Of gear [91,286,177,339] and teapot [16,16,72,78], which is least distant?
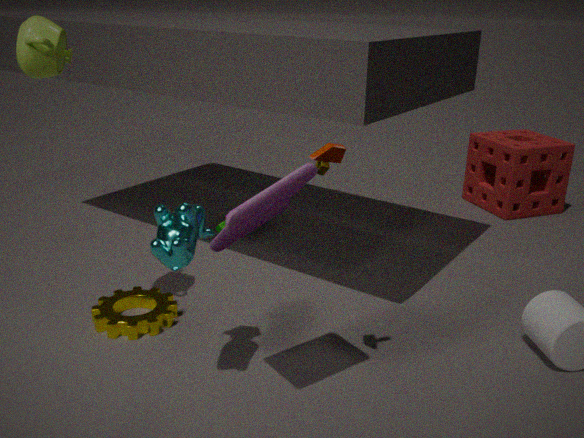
teapot [16,16,72,78]
